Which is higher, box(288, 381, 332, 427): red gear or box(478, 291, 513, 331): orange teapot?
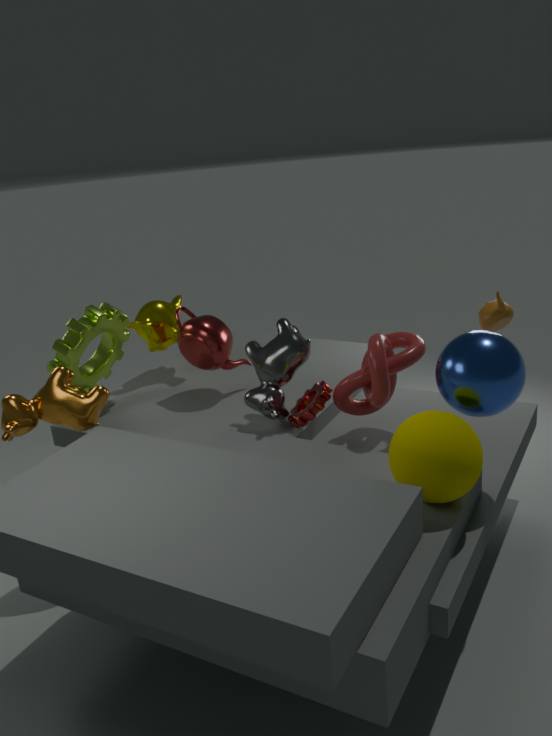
box(478, 291, 513, 331): orange teapot
